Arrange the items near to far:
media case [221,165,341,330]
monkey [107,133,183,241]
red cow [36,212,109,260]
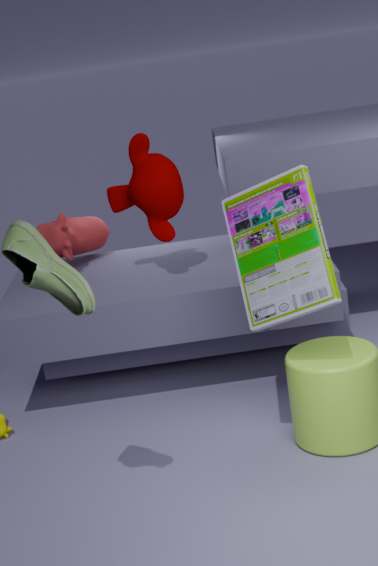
media case [221,165,341,330], monkey [107,133,183,241], red cow [36,212,109,260]
